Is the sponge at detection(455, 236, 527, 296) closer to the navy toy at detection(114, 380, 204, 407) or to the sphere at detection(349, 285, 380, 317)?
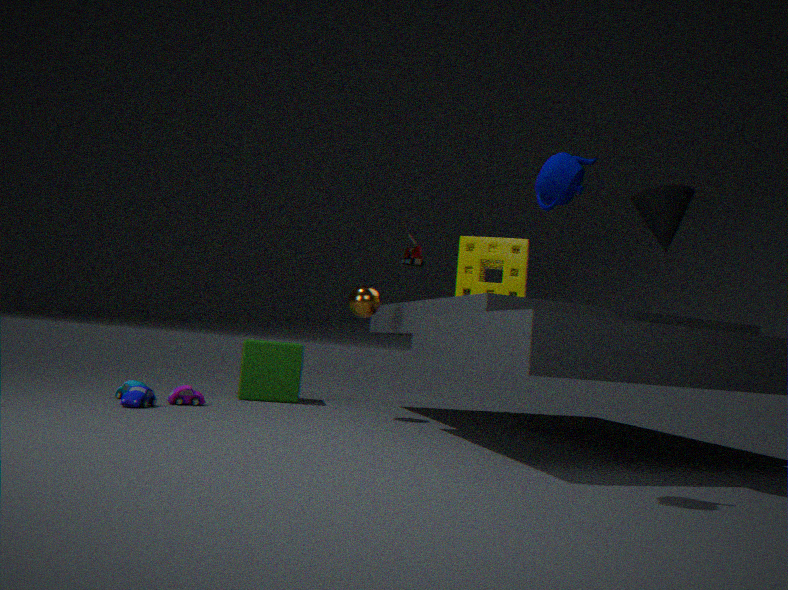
the sphere at detection(349, 285, 380, 317)
